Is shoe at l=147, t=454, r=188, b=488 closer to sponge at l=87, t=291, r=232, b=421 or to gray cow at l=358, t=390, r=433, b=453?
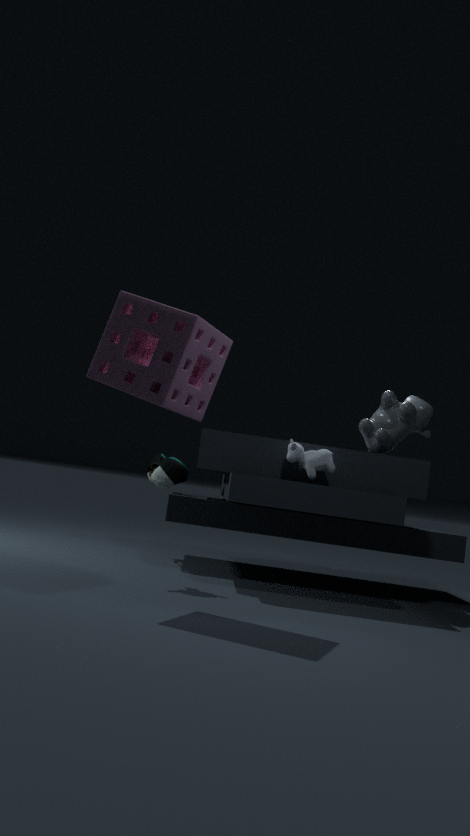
gray cow at l=358, t=390, r=433, b=453
